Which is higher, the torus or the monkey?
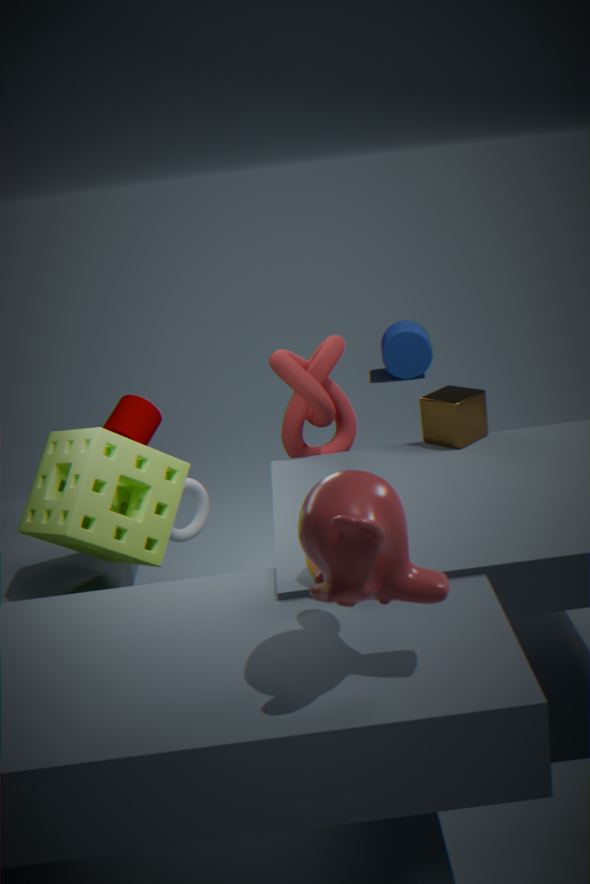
the monkey
